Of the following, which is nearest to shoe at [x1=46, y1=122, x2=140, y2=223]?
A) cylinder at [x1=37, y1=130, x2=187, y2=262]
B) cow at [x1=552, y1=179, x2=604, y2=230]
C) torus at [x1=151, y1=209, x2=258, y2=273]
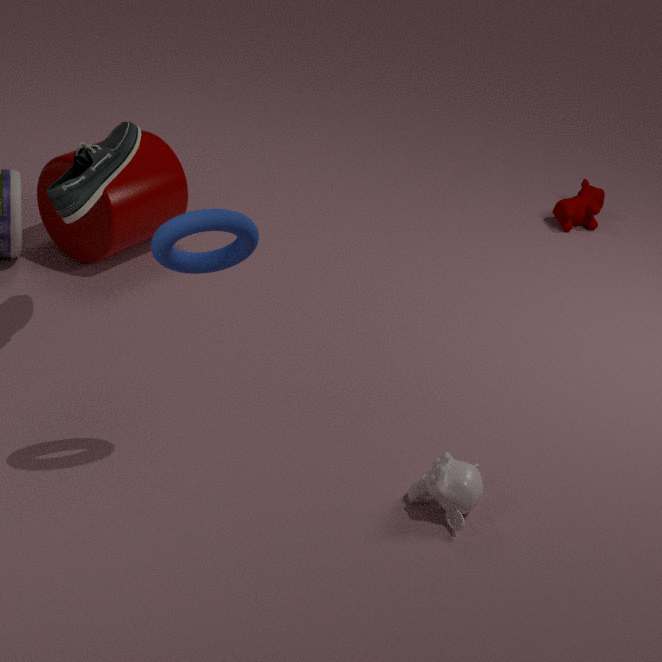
cylinder at [x1=37, y1=130, x2=187, y2=262]
